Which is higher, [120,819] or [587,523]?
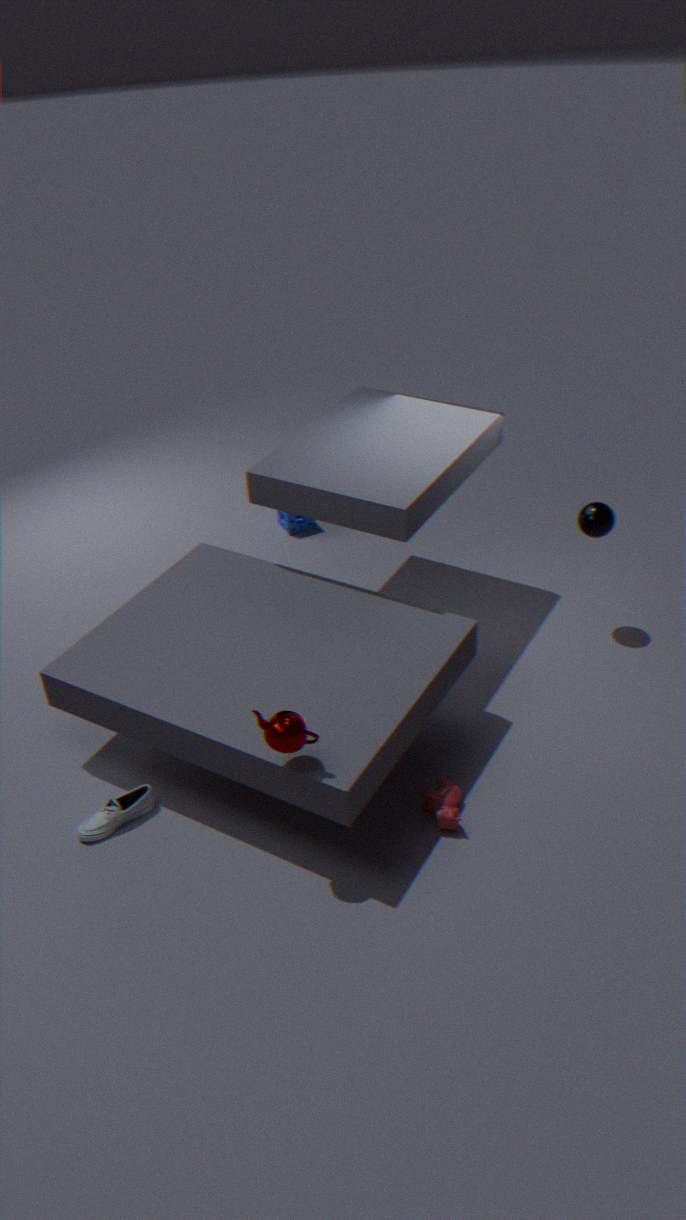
[587,523]
